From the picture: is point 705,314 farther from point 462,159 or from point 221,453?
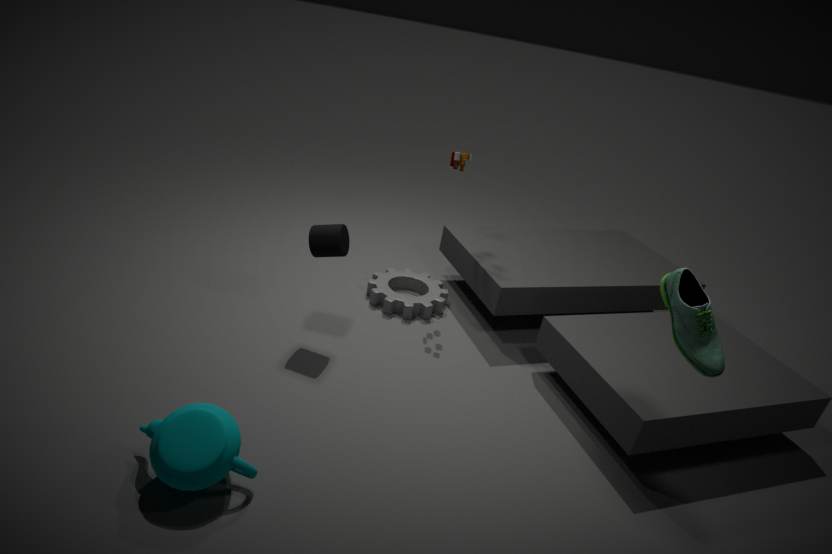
point 221,453
